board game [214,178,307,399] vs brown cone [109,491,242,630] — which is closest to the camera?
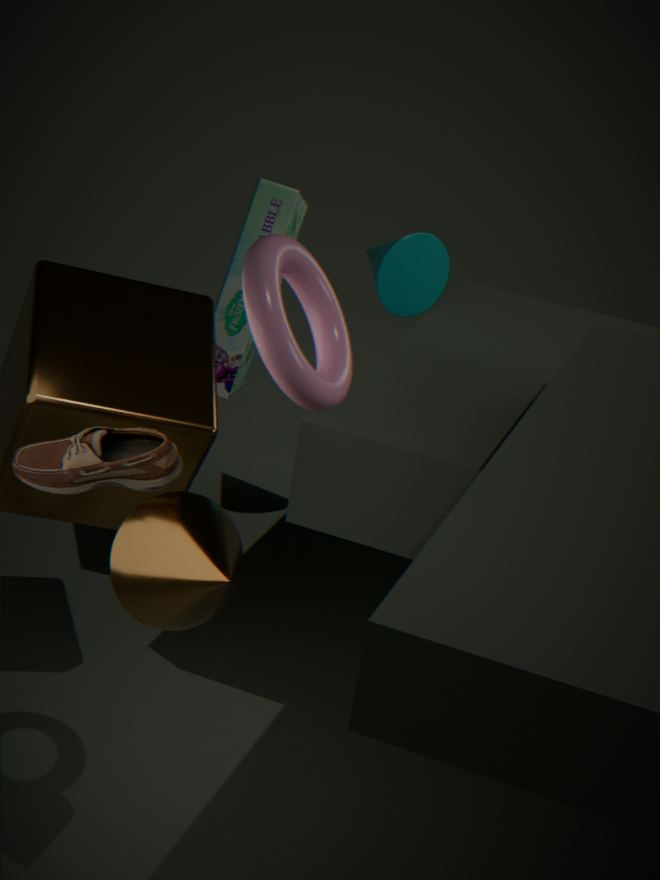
brown cone [109,491,242,630]
